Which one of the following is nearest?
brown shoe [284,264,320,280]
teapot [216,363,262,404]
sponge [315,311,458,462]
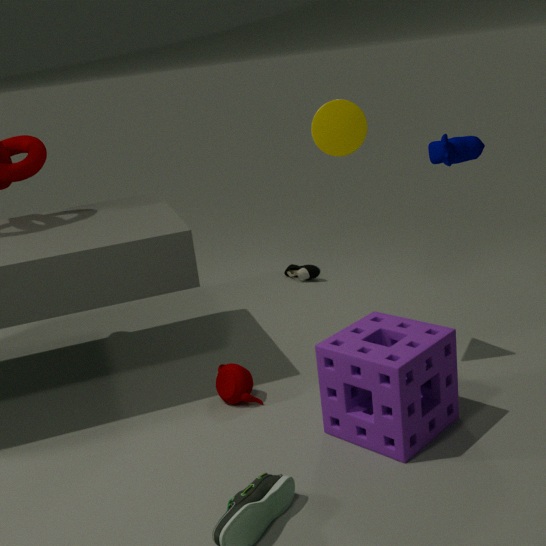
sponge [315,311,458,462]
